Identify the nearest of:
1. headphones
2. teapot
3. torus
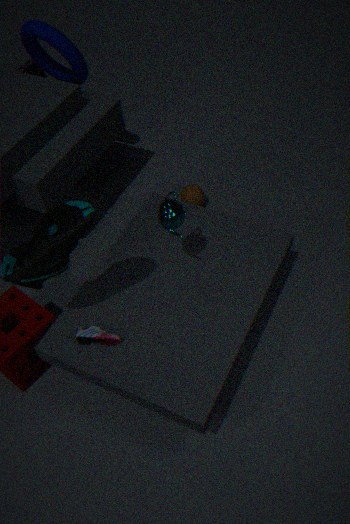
teapot
